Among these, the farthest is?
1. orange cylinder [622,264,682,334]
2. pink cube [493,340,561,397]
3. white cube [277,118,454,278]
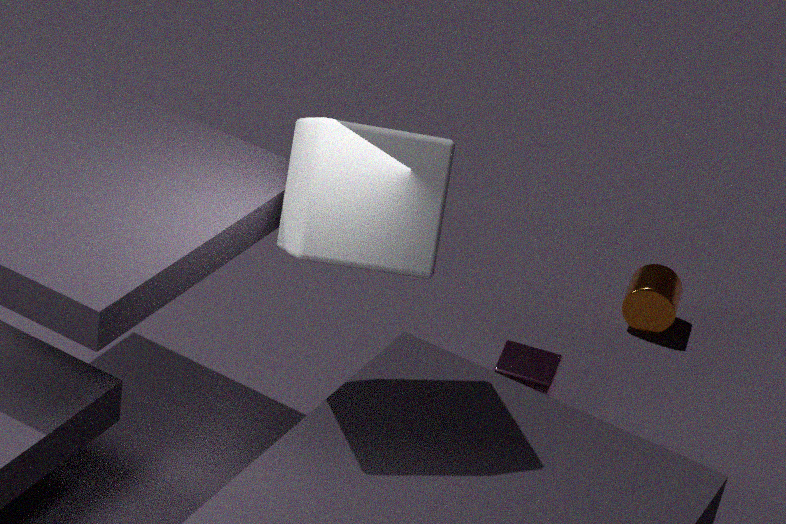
orange cylinder [622,264,682,334]
